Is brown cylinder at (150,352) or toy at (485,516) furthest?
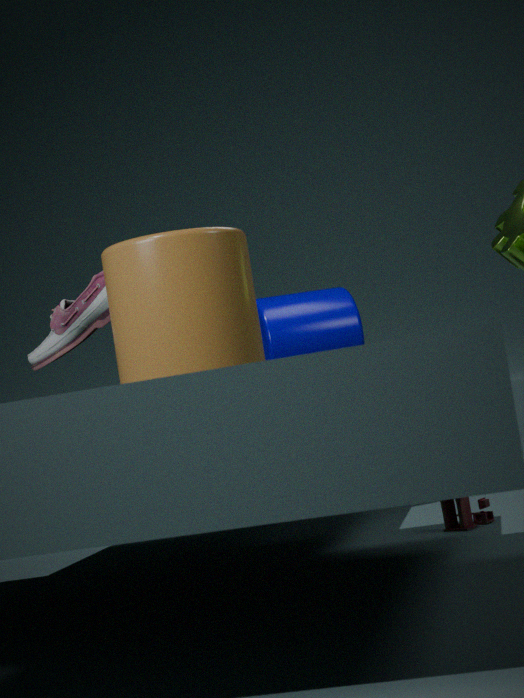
toy at (485,516)
